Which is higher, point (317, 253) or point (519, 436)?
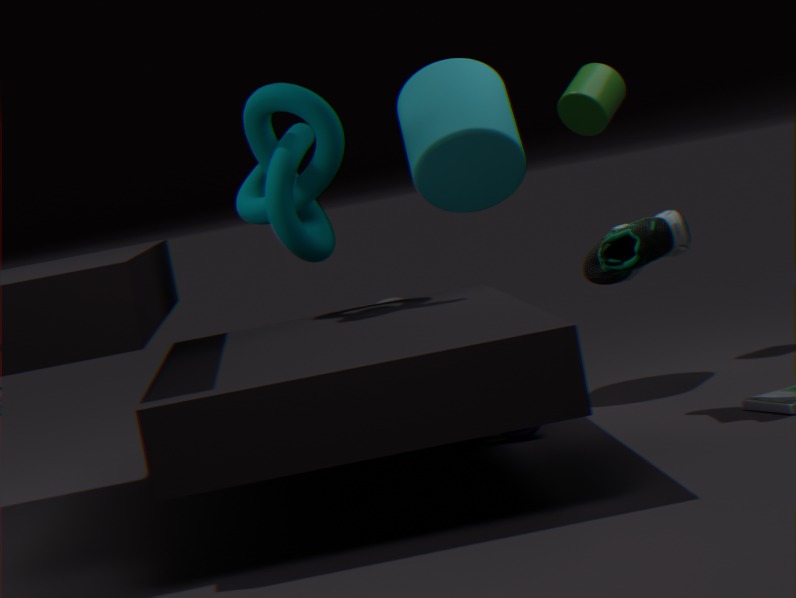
point (317, 253)
